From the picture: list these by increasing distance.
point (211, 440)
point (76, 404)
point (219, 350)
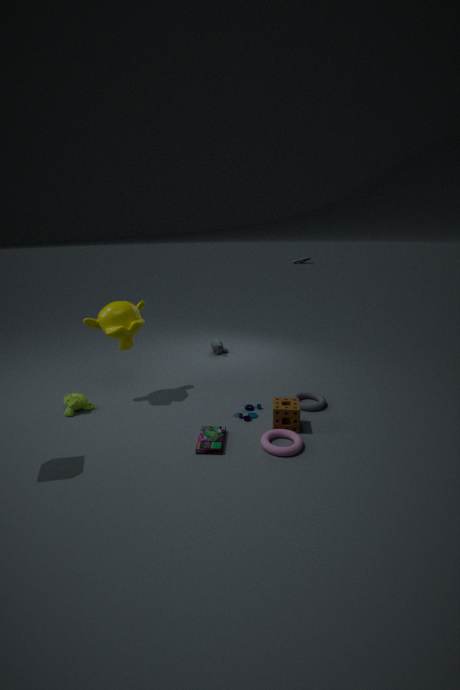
point (211, 440) → point (76, 404) → point (219, 350)
